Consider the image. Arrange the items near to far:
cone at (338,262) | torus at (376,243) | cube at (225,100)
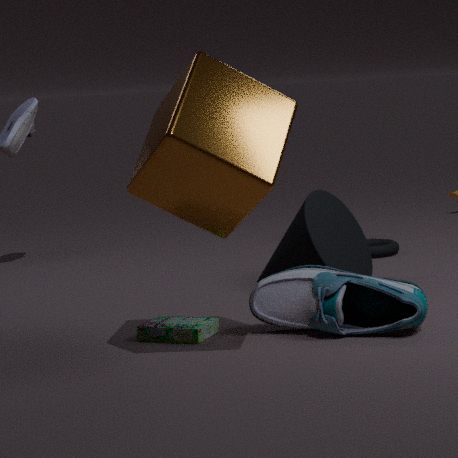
cube at (225,100), cone at (338,262), torus at (376,243)
